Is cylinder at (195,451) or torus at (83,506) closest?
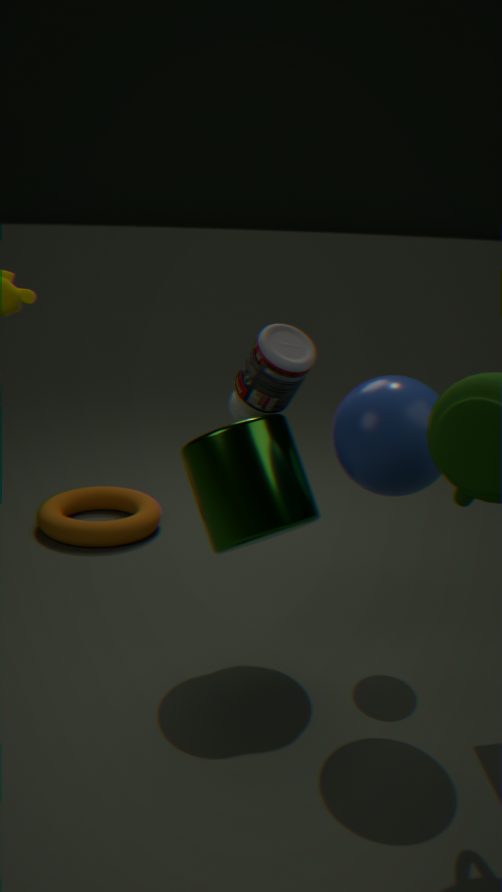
cylinder at (195,451)
